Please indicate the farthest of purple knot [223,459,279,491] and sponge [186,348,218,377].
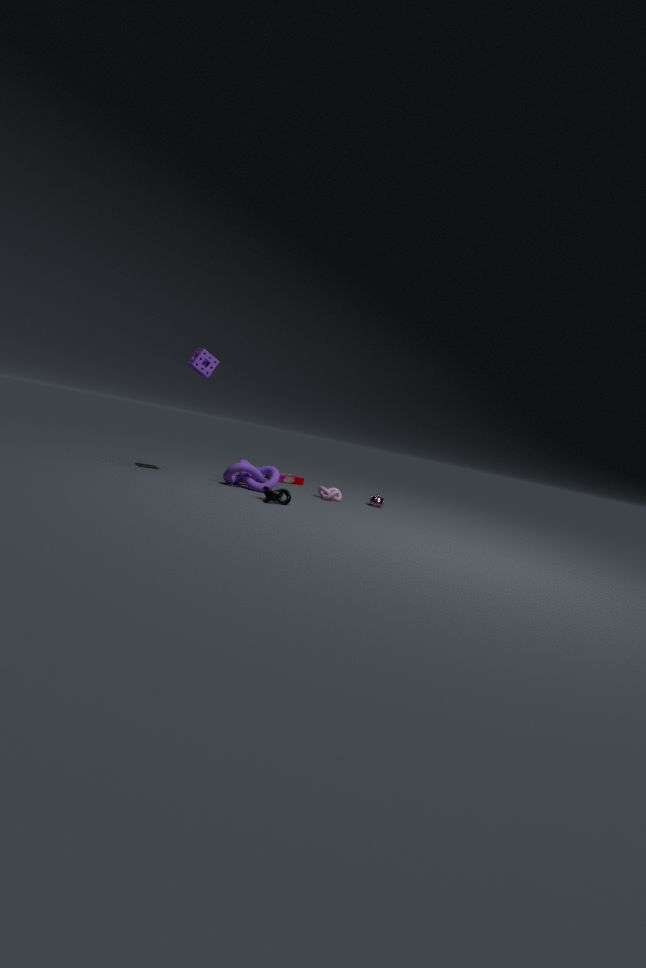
purple knot [223,459,279,491]
